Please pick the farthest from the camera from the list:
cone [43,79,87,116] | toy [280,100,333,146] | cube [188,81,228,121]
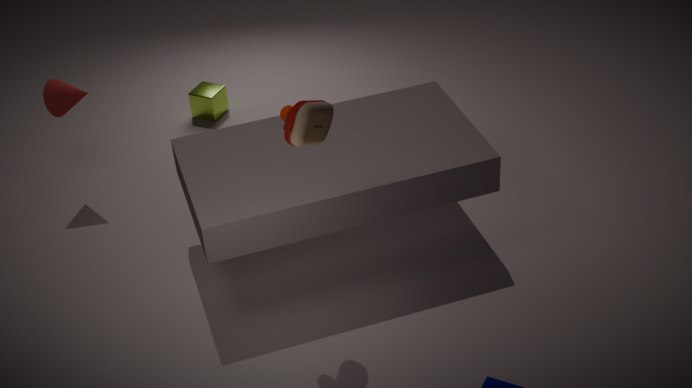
cube [188,81,228,121]
